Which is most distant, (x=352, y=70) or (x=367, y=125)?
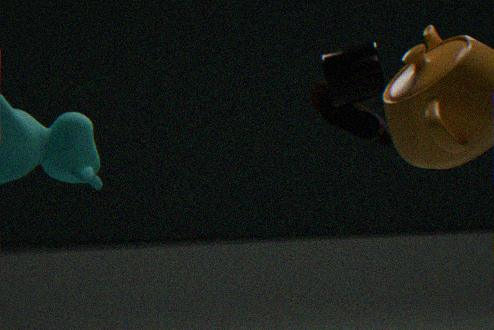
(x=367, y=125)
